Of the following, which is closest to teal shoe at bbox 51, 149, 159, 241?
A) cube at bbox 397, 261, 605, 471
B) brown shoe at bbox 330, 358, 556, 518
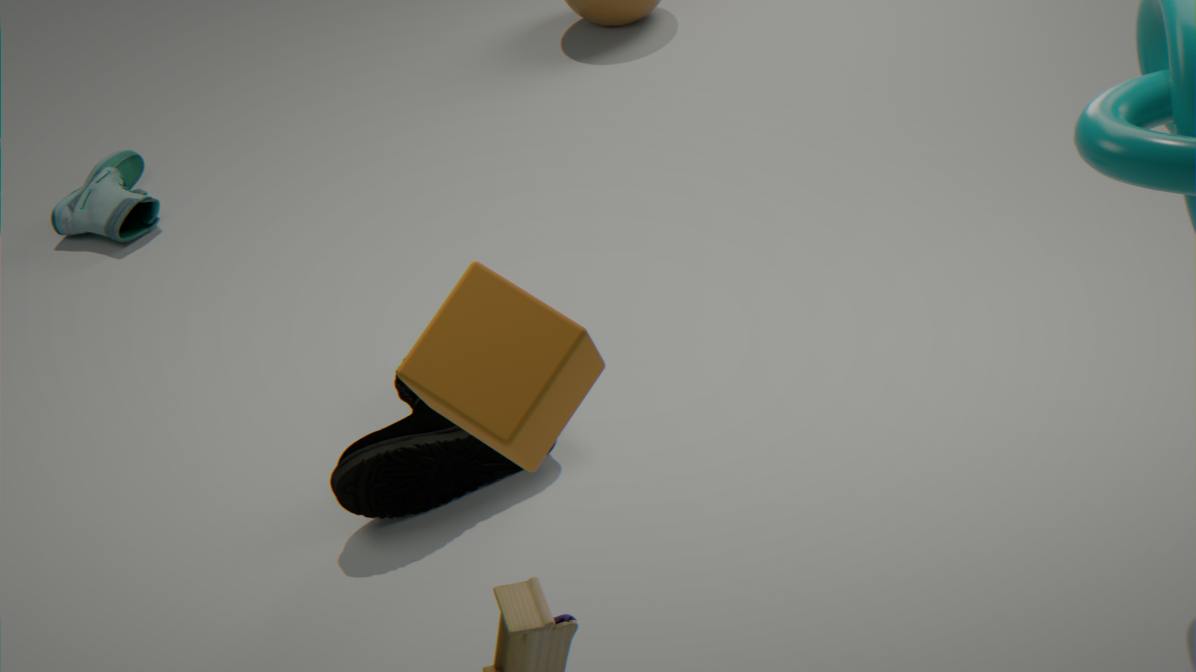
brown shoe at bbox 330, 358, 556, 518
